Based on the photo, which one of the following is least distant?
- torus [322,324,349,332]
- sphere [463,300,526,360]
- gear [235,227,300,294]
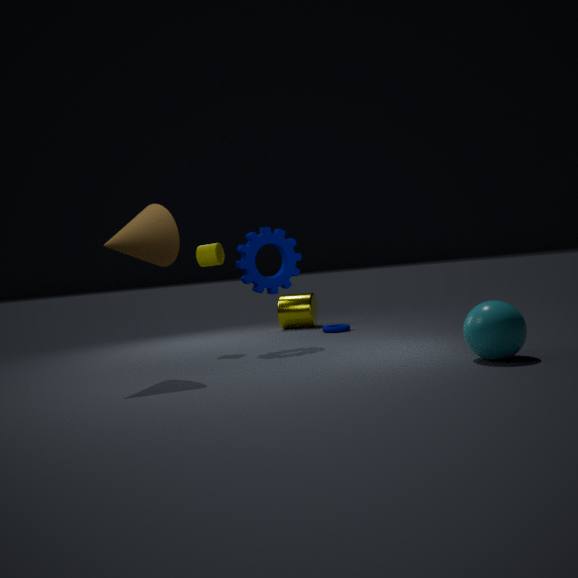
sphere [463,300,526,360]
